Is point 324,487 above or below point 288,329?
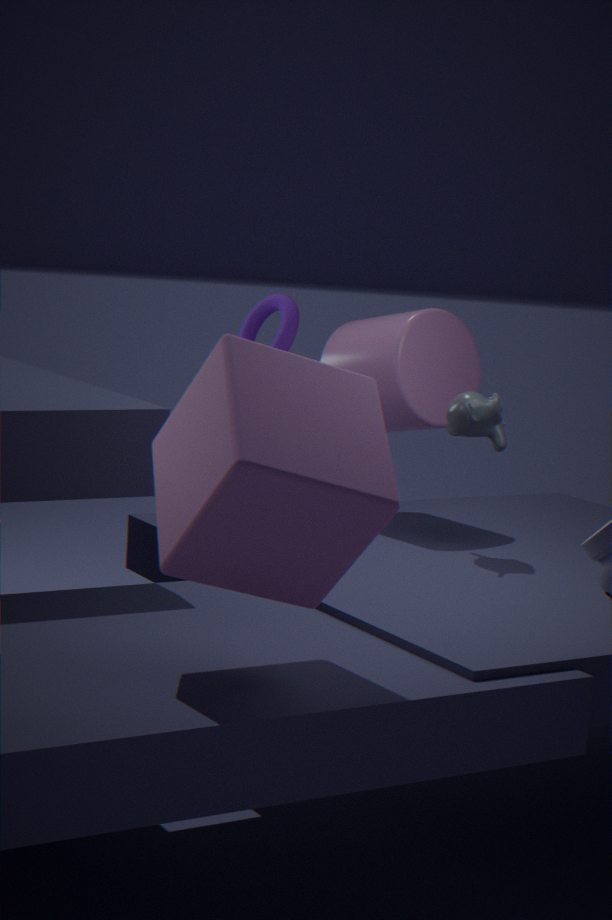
below
